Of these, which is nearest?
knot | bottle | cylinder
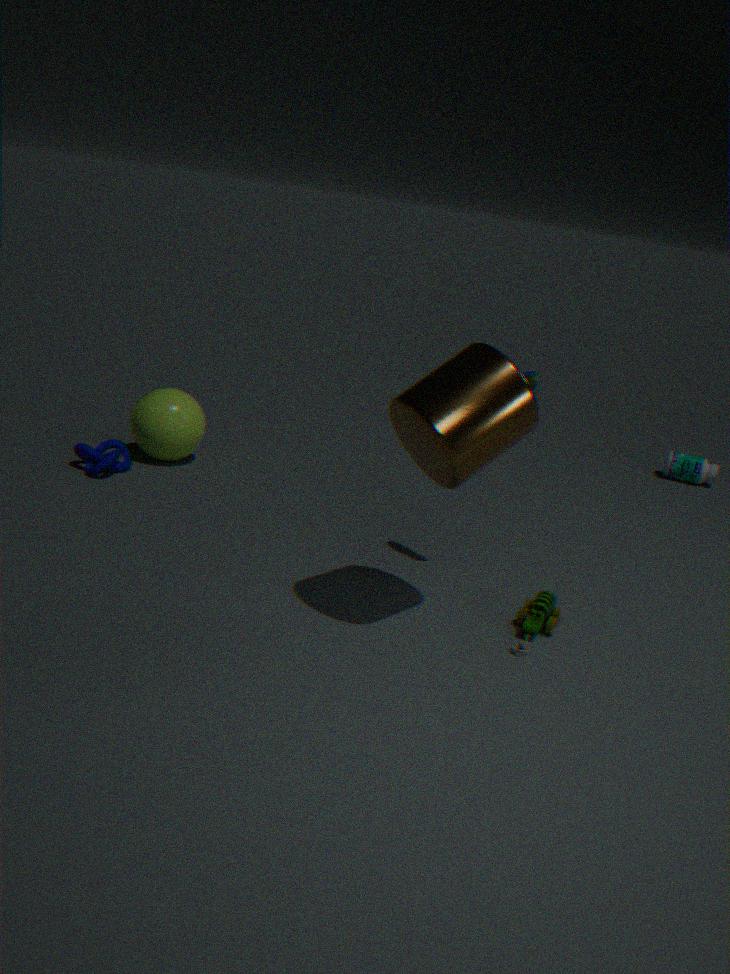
cylinder
